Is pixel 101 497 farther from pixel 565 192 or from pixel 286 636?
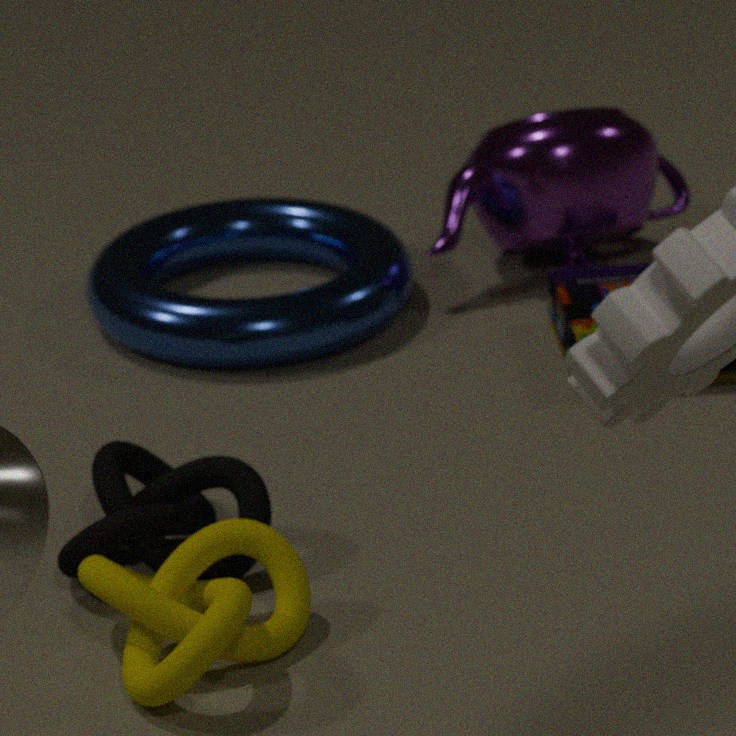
pixel 565 192
